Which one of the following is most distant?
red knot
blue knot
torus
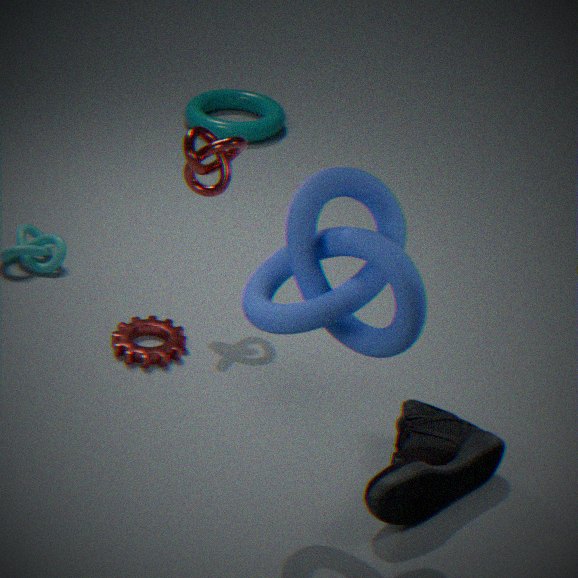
torus
